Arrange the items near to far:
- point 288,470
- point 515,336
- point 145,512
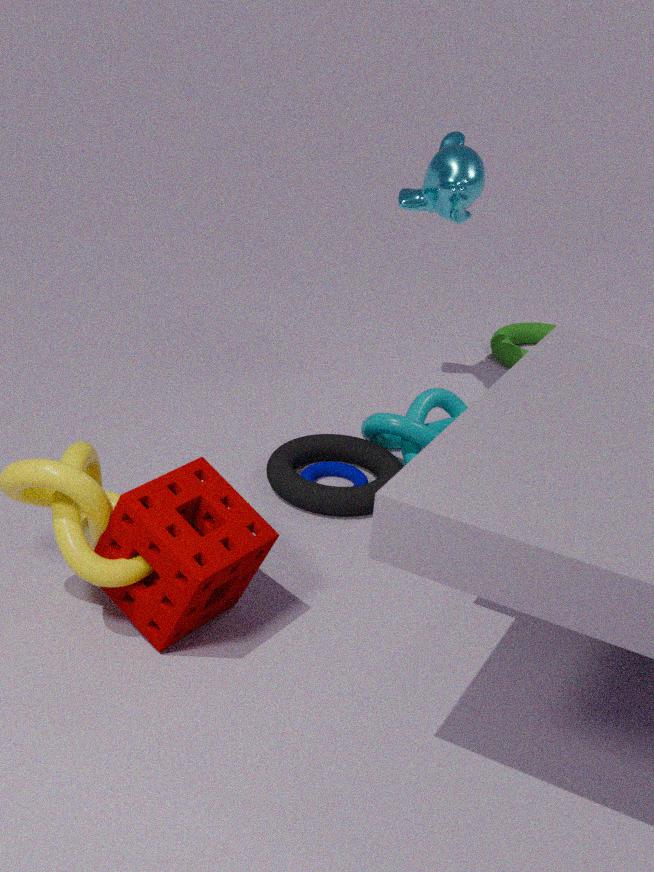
point 145,512 → point 288,470 → point 515,336
